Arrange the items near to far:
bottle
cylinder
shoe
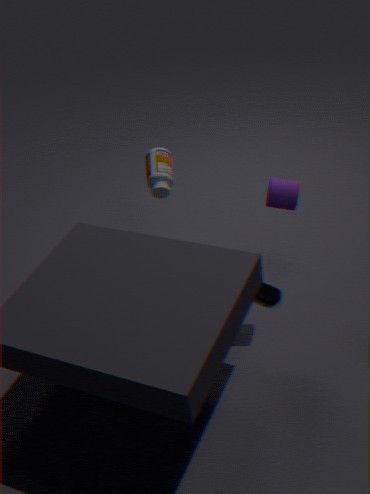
cylinder
shoe
bottle
